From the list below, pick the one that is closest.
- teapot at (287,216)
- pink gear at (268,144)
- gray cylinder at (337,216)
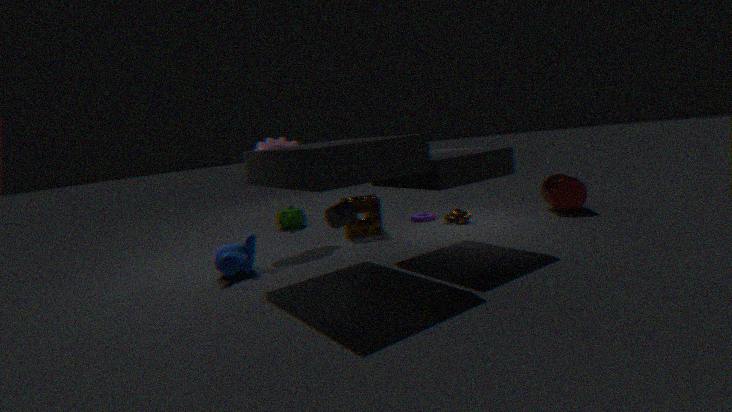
gray cylinder at (337,216)
